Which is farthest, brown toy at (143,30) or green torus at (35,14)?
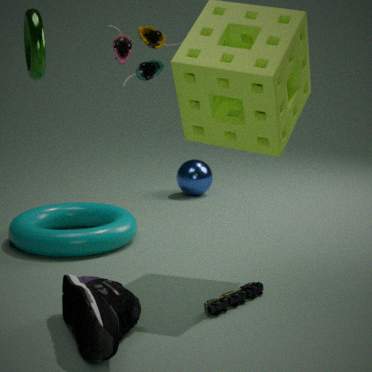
brown toy at (143,30)
